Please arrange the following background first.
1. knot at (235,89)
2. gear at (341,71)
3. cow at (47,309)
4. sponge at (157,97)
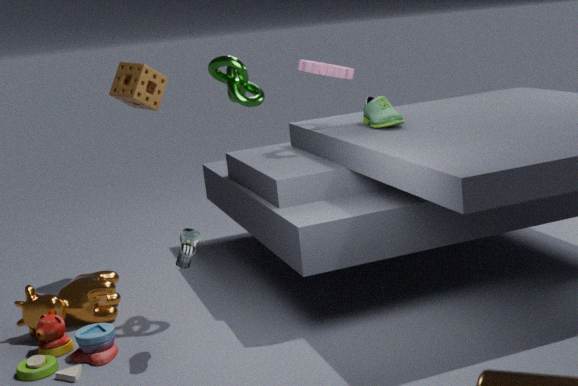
sponge at (157,97) < gear at (341,71) < cow at (47,309) < knot at (235,89)
